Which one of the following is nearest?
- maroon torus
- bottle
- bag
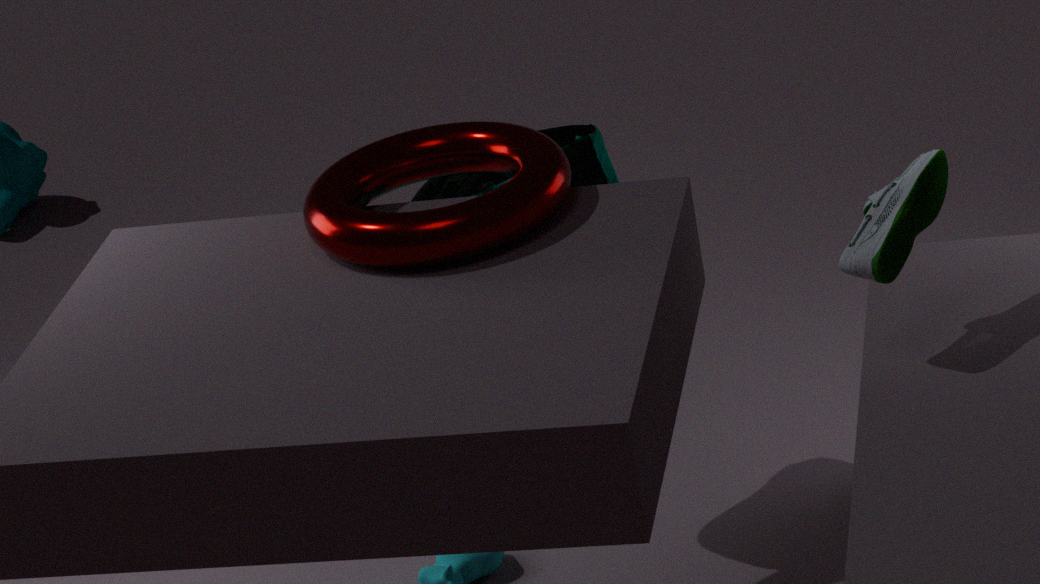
maroon torus
